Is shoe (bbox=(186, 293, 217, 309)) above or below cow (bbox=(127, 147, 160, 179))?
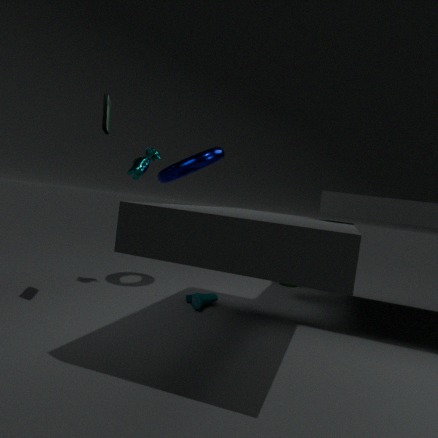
below
